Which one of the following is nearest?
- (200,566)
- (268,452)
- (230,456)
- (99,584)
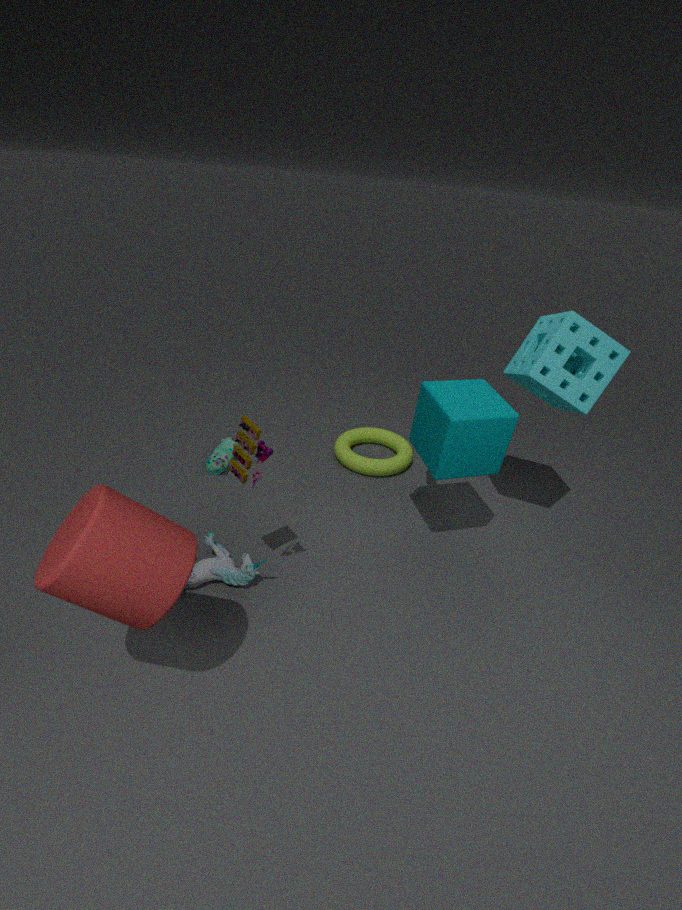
(99,584)
